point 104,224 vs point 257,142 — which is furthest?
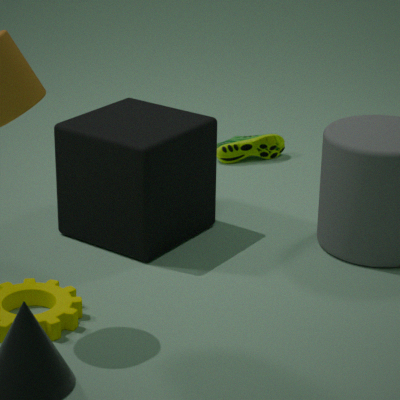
point 257,142
